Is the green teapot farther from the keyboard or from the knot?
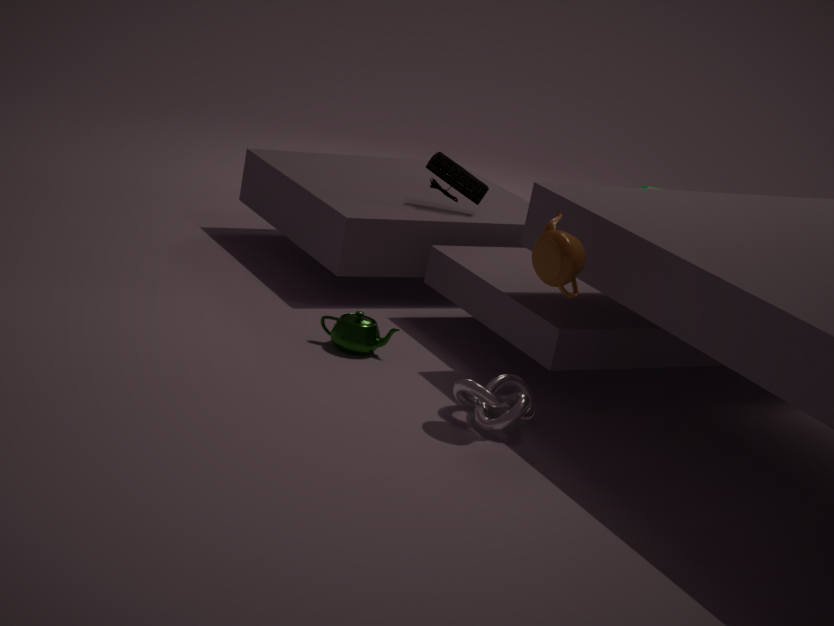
the keyboard
